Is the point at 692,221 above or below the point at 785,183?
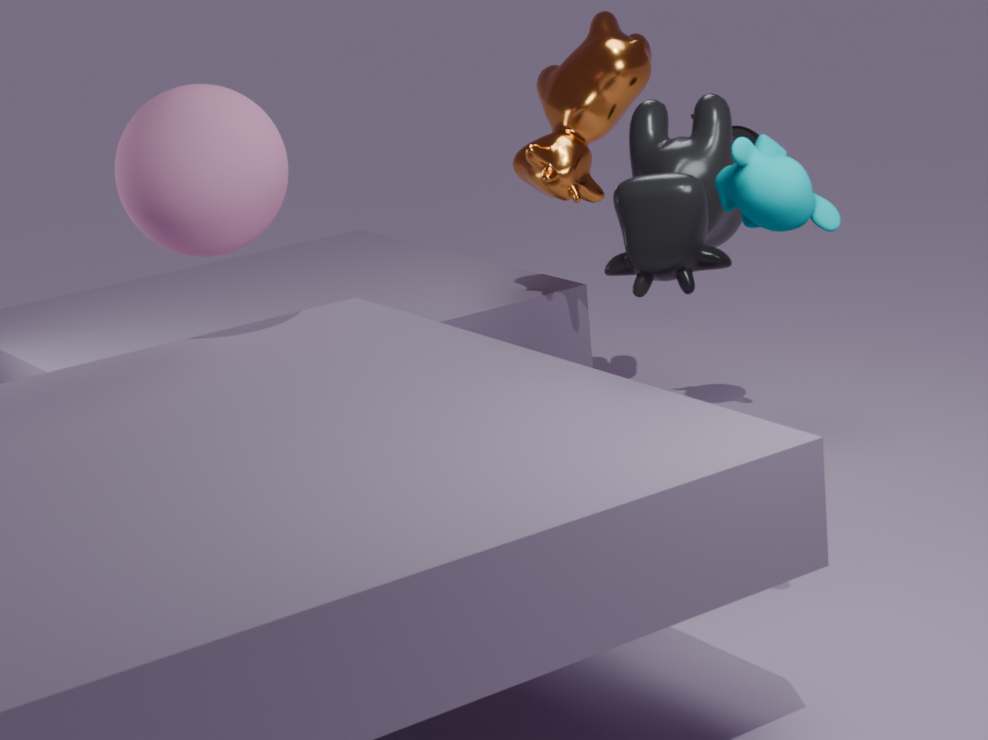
below
